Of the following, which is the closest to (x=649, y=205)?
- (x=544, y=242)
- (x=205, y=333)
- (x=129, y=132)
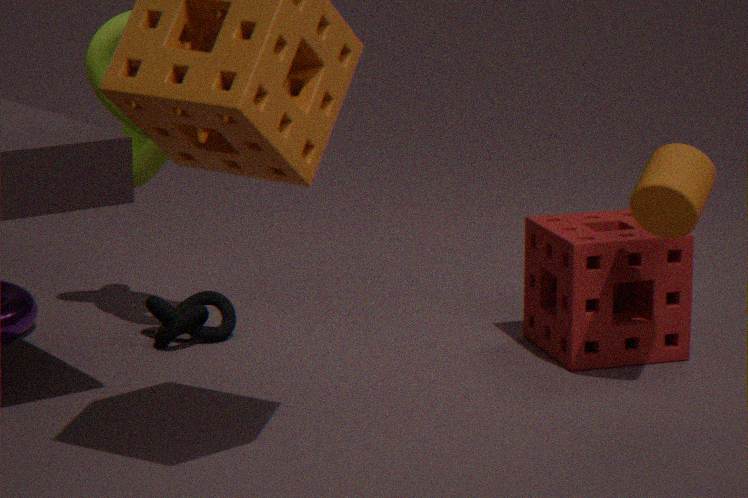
(x=544, y=242)
